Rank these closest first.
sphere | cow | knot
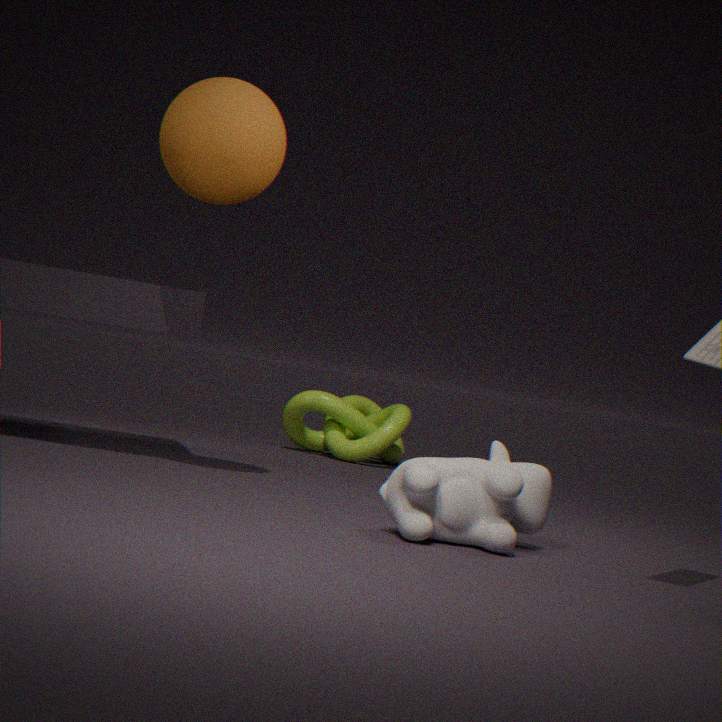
cow → sphere → knot
